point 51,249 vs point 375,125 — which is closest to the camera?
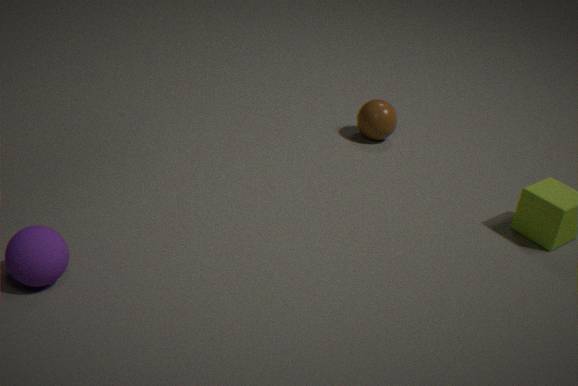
point 51,249
